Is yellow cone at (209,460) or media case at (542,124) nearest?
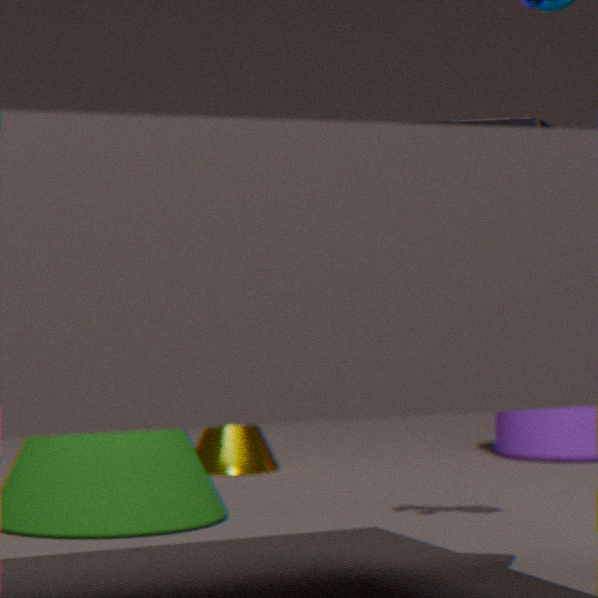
media case at (542,124)
